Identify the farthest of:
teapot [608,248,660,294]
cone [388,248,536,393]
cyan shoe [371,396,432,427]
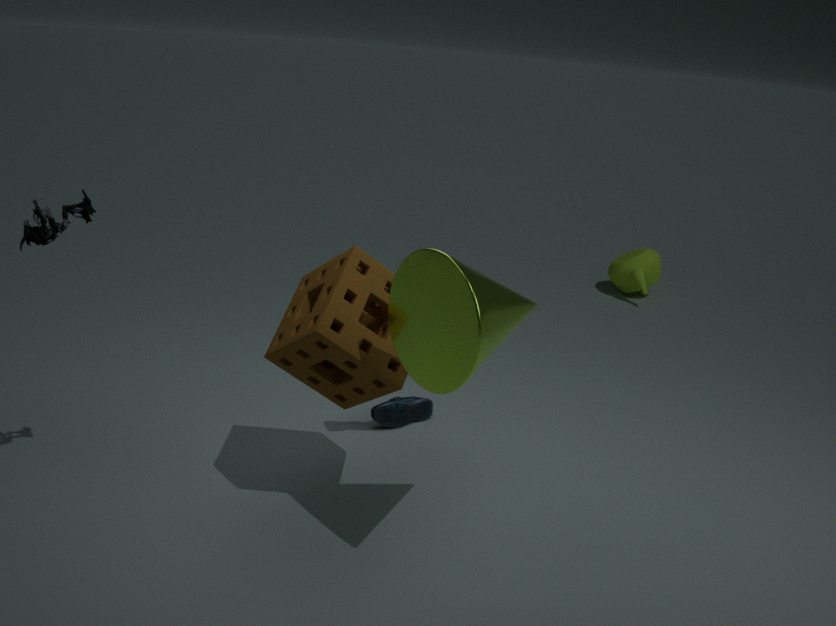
teapot [608,248,660,294]
